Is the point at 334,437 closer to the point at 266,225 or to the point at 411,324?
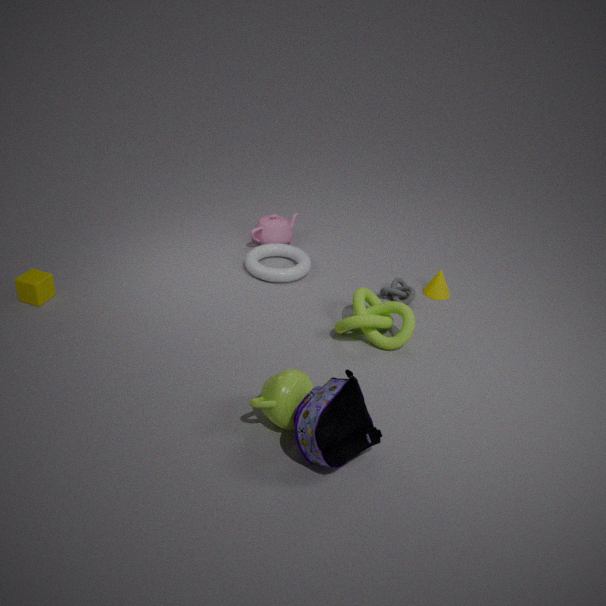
the point at 411,324
